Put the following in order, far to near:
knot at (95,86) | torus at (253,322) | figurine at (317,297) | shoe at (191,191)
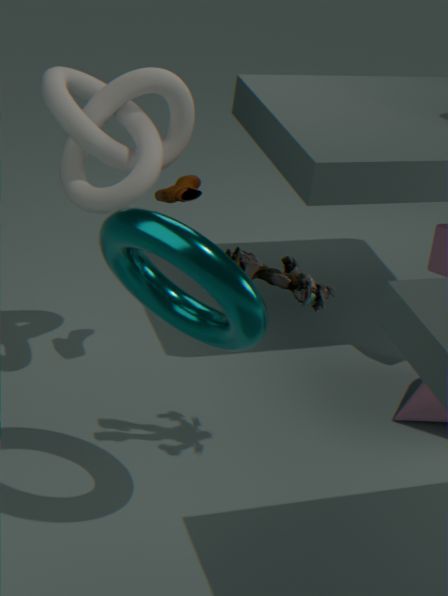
shoe at (191,191) → knot at (95,86) → figurine at (317,297) → torus at (253,322)
